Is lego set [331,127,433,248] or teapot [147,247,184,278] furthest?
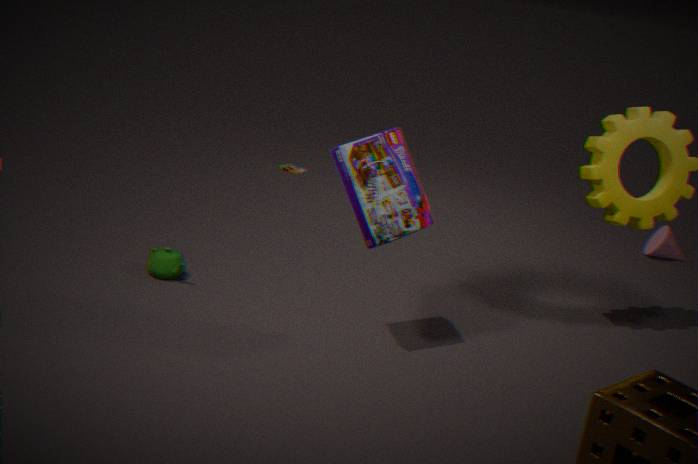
teapot [147,247,184,278]
